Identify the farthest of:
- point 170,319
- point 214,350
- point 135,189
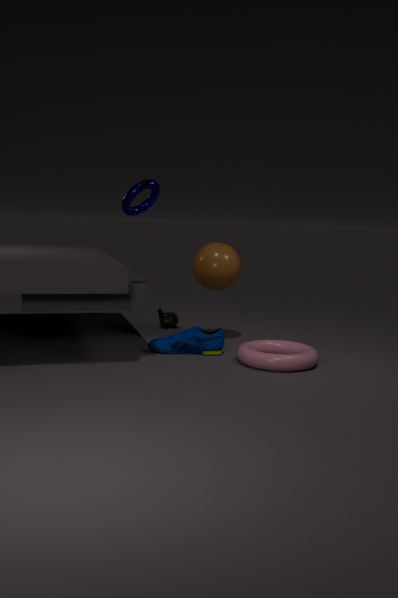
point 170,319
